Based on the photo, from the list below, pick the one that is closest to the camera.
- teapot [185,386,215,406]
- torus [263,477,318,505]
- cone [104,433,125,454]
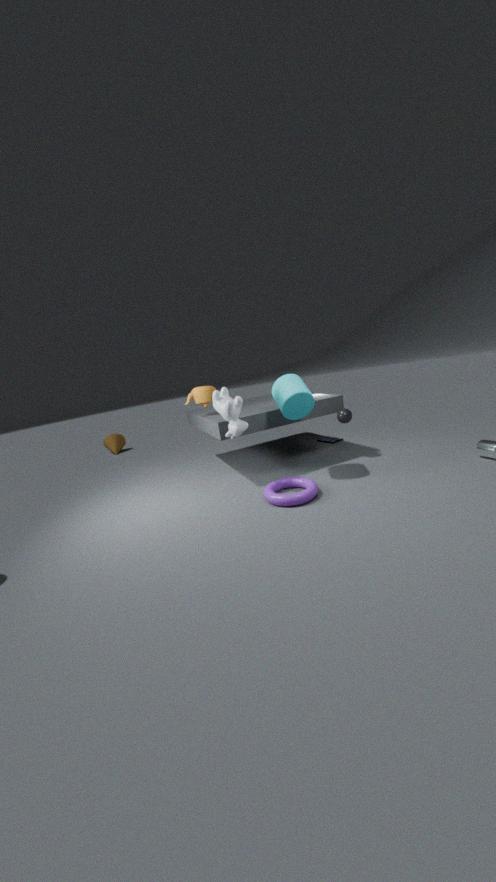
torus [263,477,318,505]
